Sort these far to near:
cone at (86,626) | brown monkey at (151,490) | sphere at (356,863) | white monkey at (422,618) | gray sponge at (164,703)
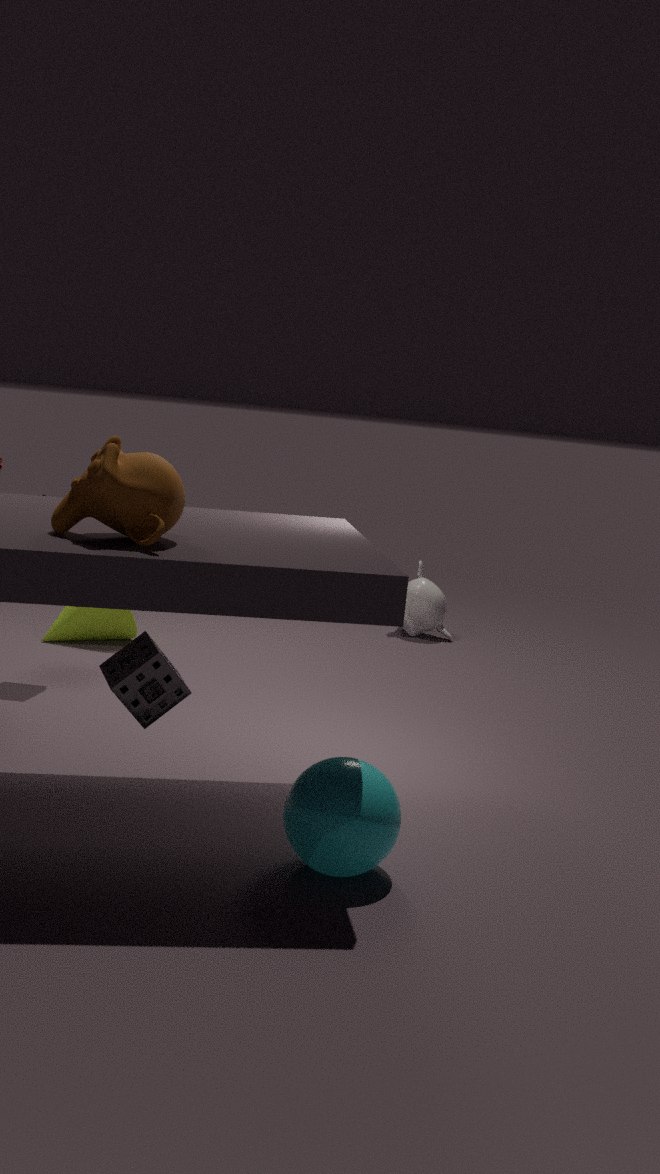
white monkey at (422,618) < cone at (86,626) < gray sponge at (164,703) < sphere at (356,863) < brown monkey at (151,490)
